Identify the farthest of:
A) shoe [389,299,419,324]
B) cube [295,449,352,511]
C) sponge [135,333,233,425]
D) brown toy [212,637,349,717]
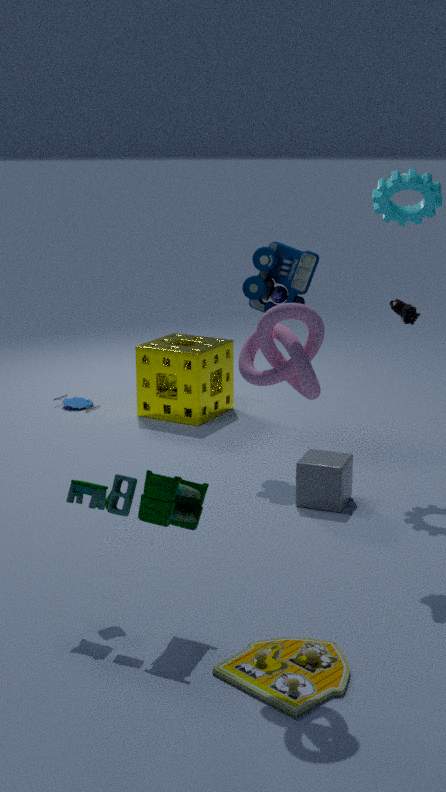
sponge [135,333,233,425]
